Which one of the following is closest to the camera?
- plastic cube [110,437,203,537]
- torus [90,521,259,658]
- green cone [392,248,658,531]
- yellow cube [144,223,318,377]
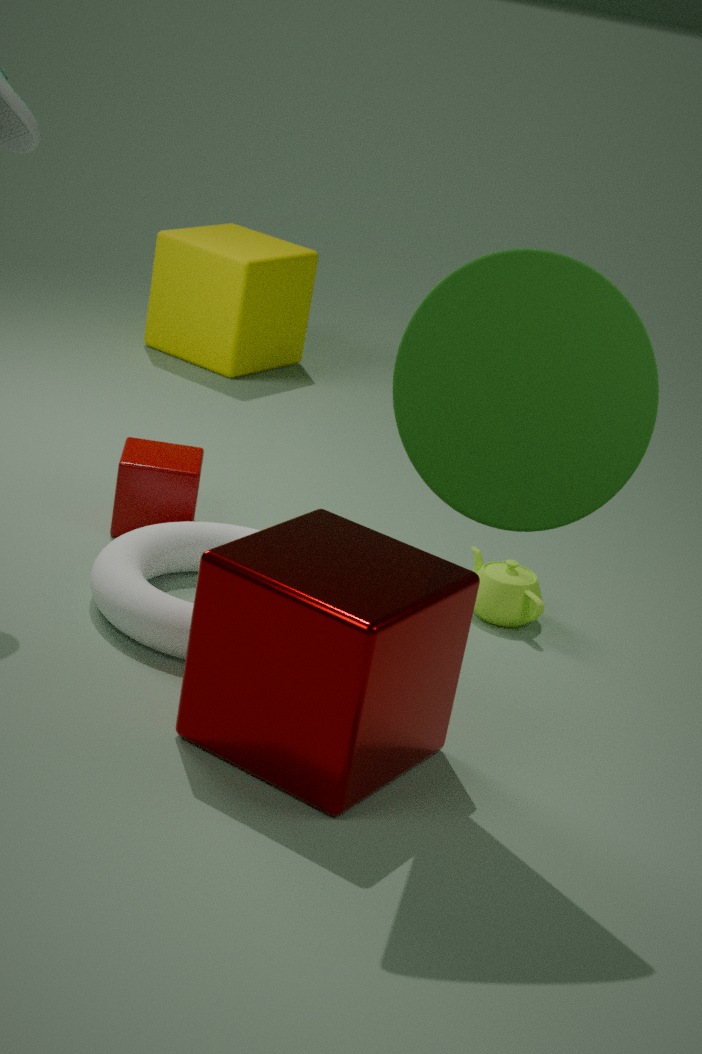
green cone [392,248,658,531]
